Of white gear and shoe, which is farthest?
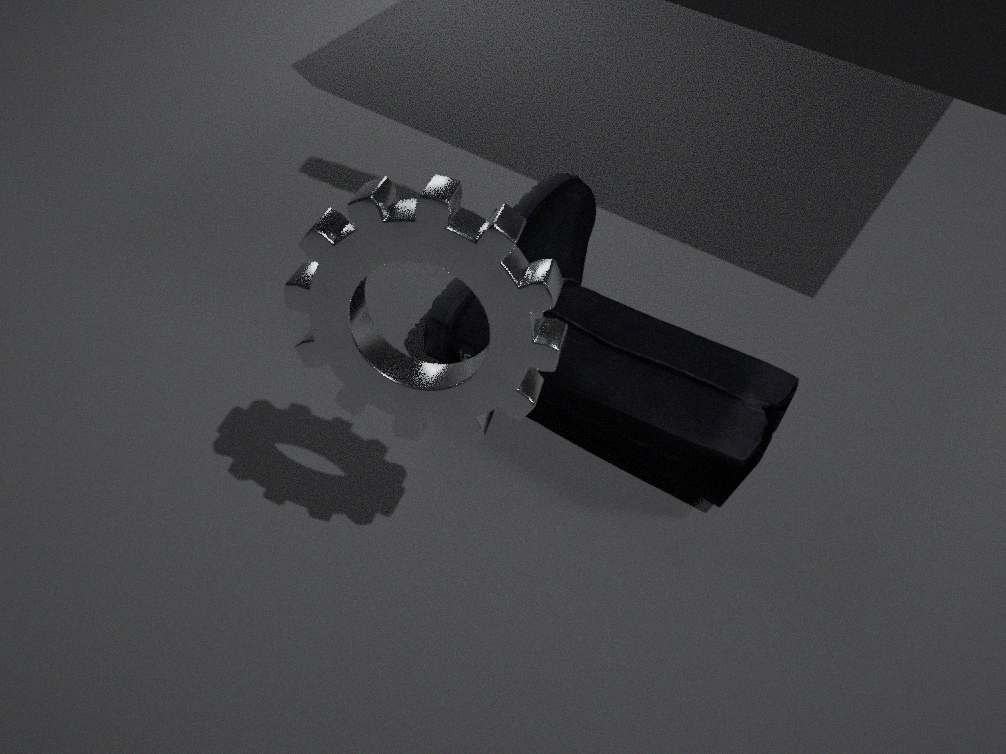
shoe
